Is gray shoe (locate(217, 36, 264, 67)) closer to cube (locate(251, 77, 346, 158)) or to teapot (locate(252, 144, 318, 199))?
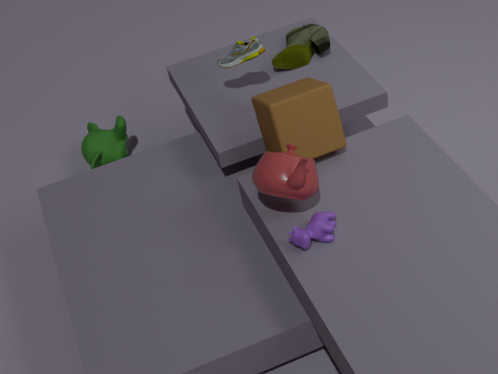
cube (locate(251, 77, 346, 158))
